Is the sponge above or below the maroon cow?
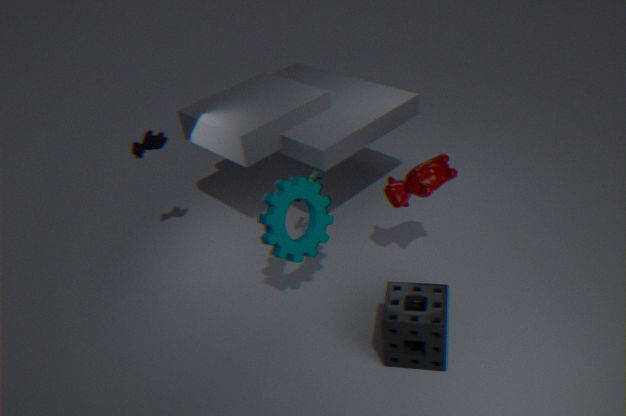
below
